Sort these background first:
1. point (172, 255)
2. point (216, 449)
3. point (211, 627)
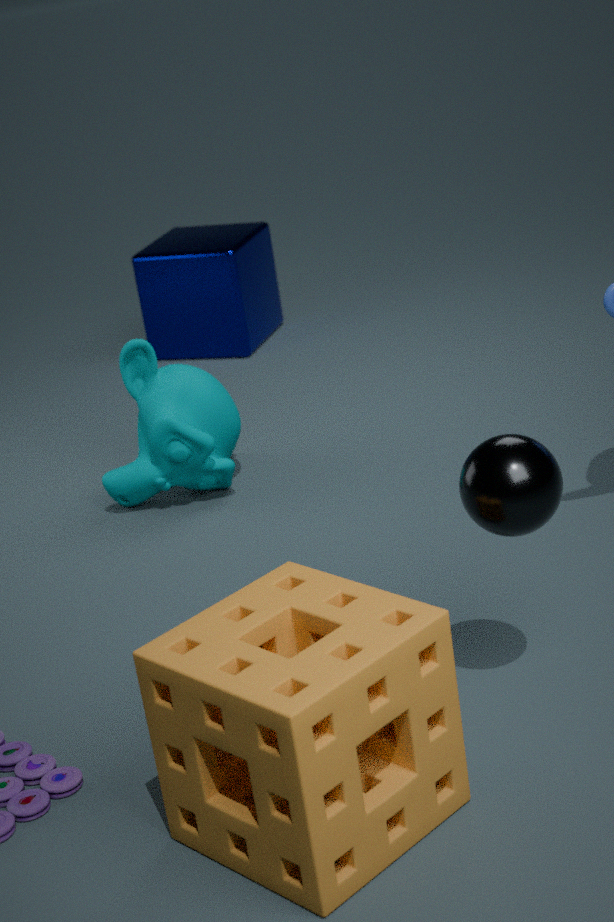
point (172, 255), point (216, 449), point (211, 627)
